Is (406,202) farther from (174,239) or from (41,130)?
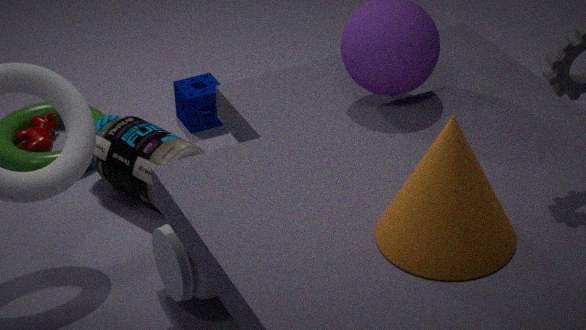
(41,130)
